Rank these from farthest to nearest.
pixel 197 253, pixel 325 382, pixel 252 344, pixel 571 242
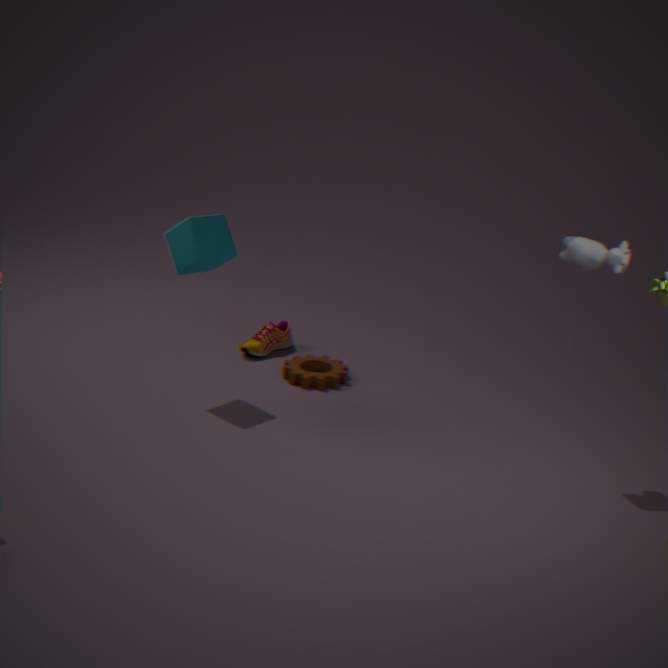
1. pixel 252 344
2. pixel 325 382
3. pixel 197 253
4. pixel 571 242
